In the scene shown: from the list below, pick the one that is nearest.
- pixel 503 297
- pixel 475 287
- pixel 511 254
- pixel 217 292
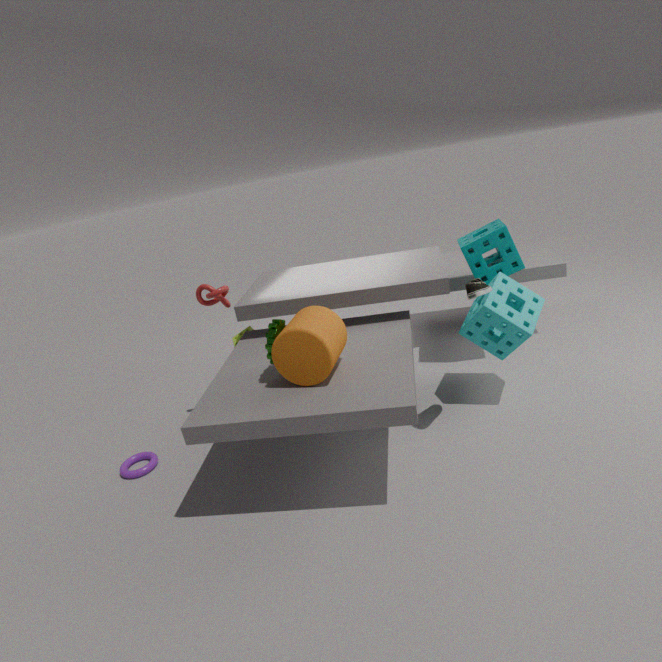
pixel 475 287
